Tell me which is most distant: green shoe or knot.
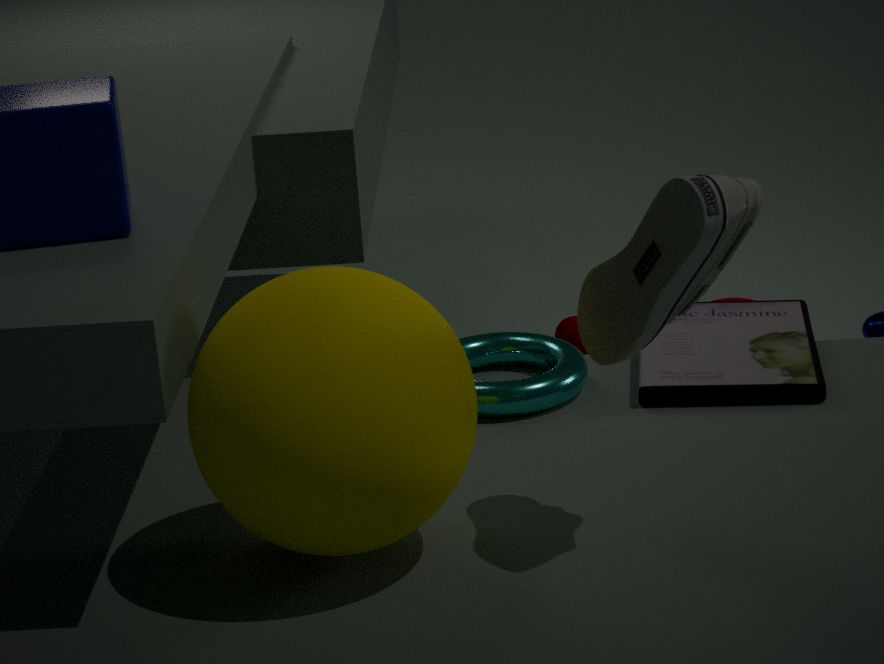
knot
